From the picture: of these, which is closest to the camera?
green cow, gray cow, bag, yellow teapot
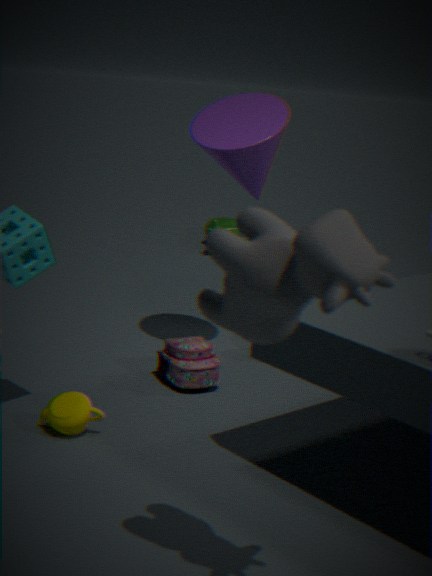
gray cow
